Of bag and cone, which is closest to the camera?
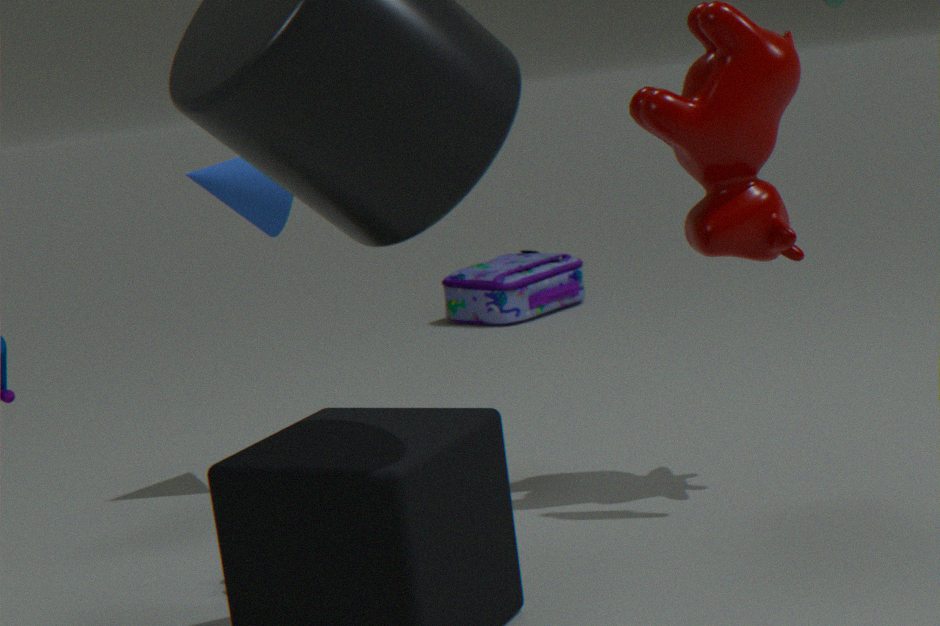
cone
